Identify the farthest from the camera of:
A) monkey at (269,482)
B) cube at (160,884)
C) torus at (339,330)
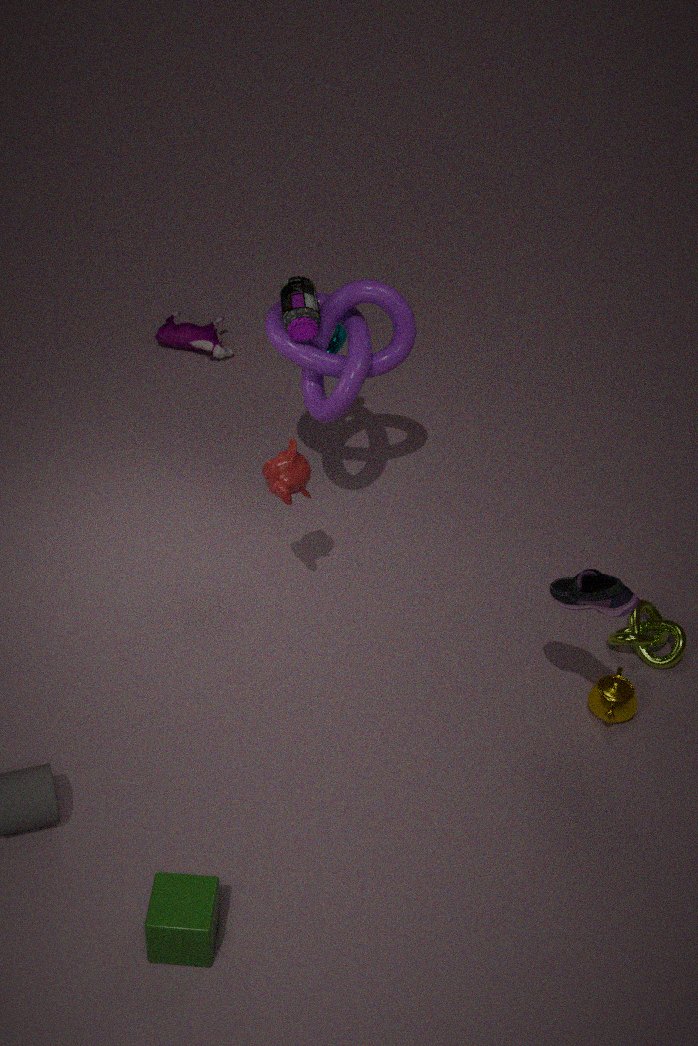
torus at (339,330)
